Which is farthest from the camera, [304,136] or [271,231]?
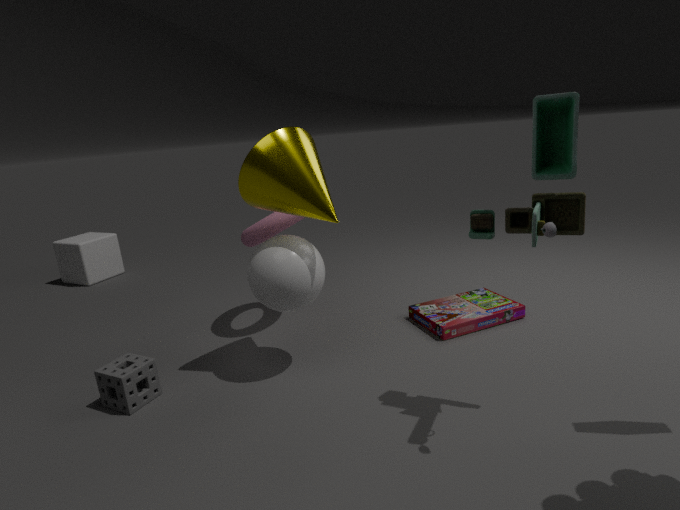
[271,231]
